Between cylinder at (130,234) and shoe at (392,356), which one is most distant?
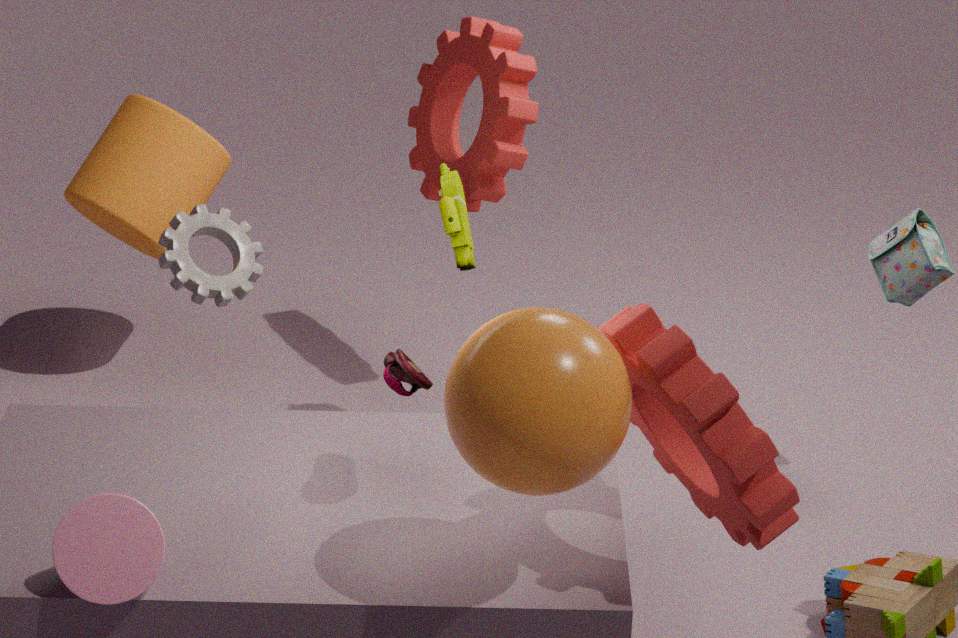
cylinder at (130,234)
